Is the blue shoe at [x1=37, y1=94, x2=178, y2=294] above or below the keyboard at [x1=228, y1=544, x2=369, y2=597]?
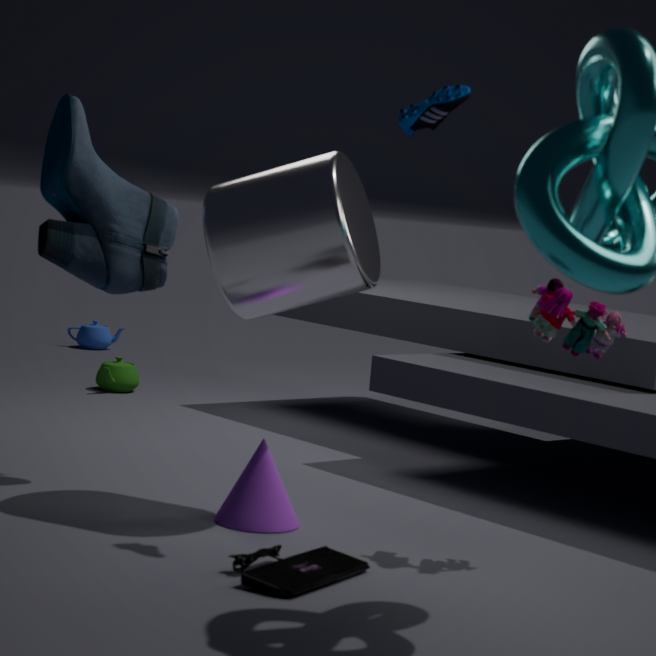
above
